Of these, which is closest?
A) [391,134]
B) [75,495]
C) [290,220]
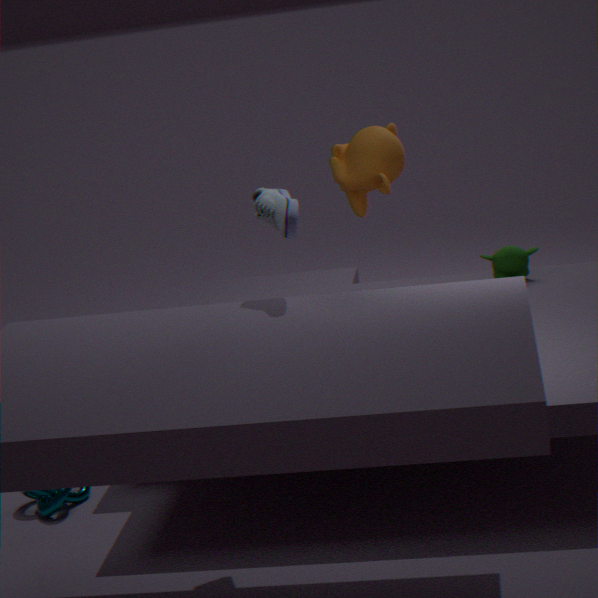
[290,220]
